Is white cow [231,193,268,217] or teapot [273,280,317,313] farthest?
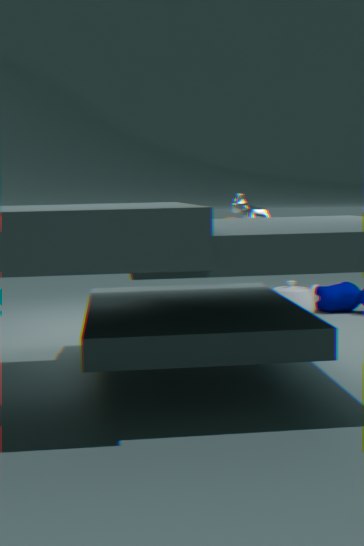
teapot [273,280,317,313]
